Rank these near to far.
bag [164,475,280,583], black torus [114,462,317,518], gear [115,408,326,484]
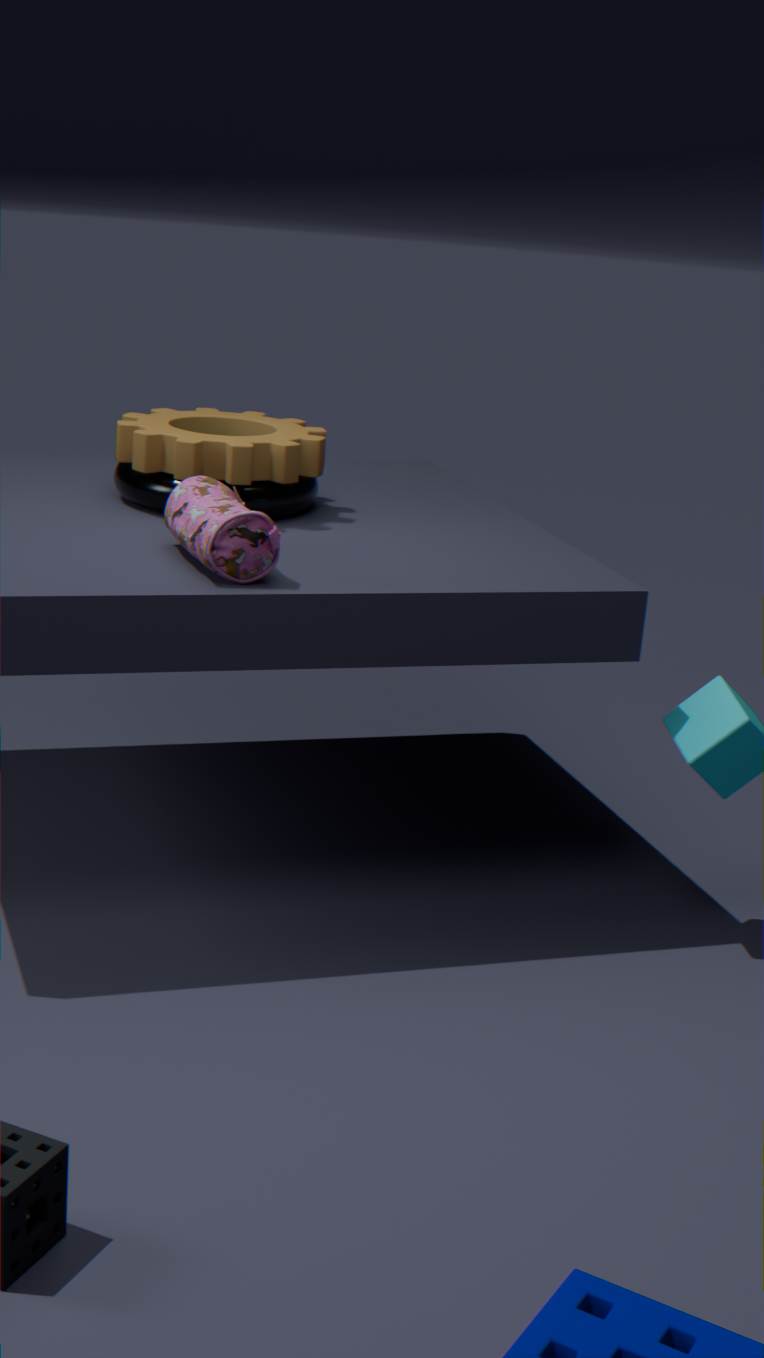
bag [164,475,280,583] → gear [115,408,326,484] → black torus [114,462,317,518]
